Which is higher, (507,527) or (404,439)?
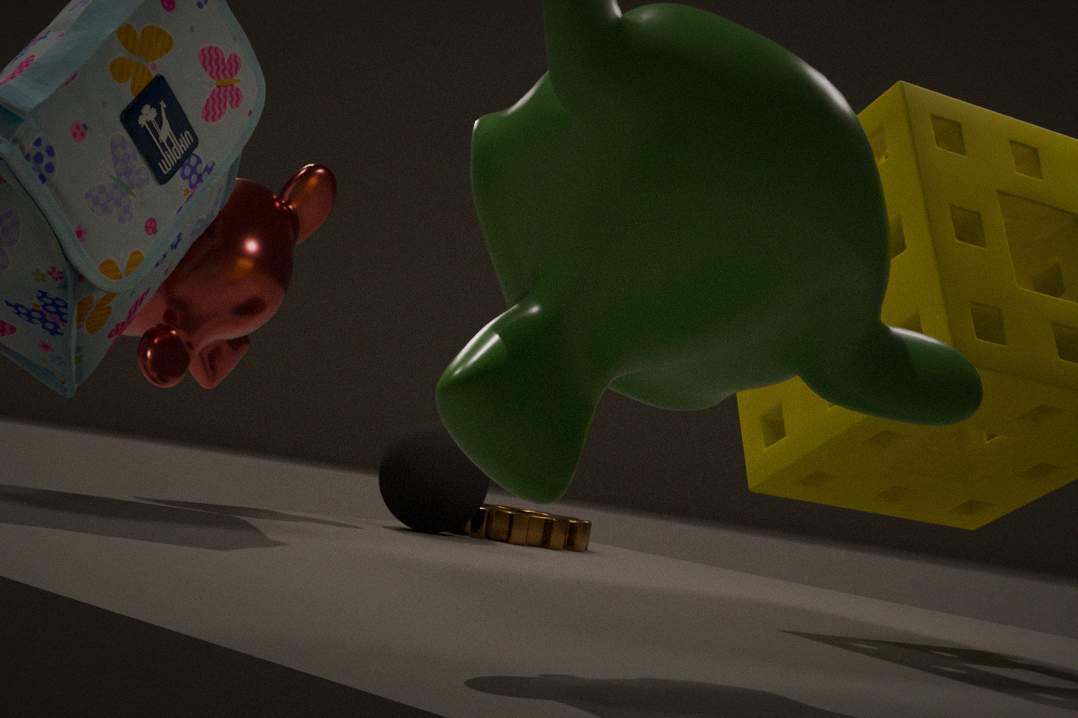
(404,439)
